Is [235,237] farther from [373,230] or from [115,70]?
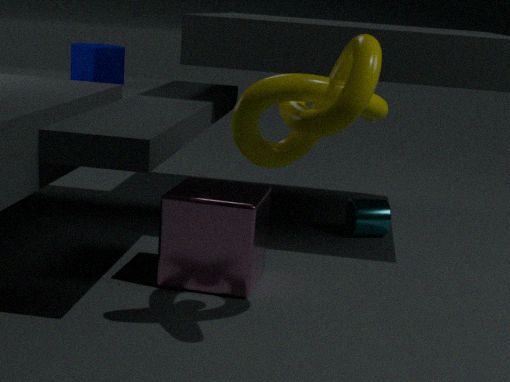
[115,70]
